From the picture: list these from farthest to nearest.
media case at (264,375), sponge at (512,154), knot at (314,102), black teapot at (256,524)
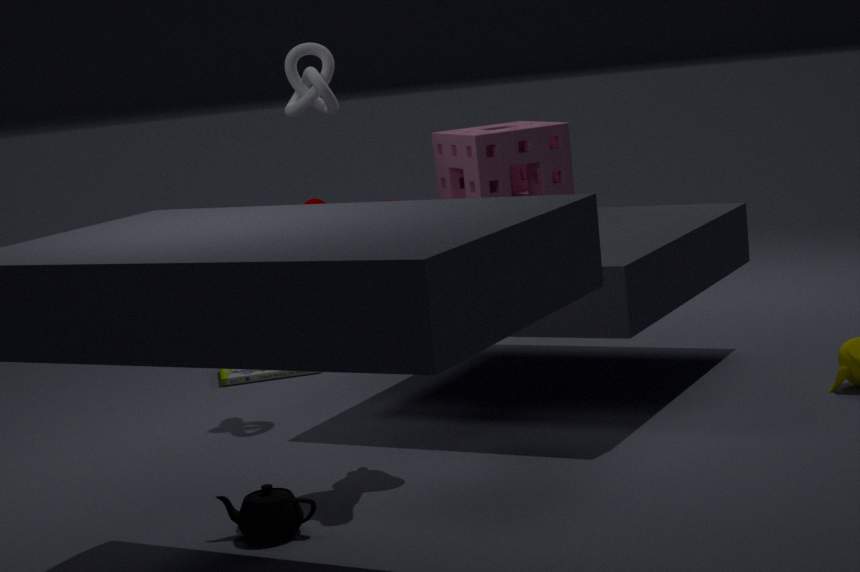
media case at (264,375) < knot at (314,102) < sponge at (512,154) < black teapot at (256,524)
